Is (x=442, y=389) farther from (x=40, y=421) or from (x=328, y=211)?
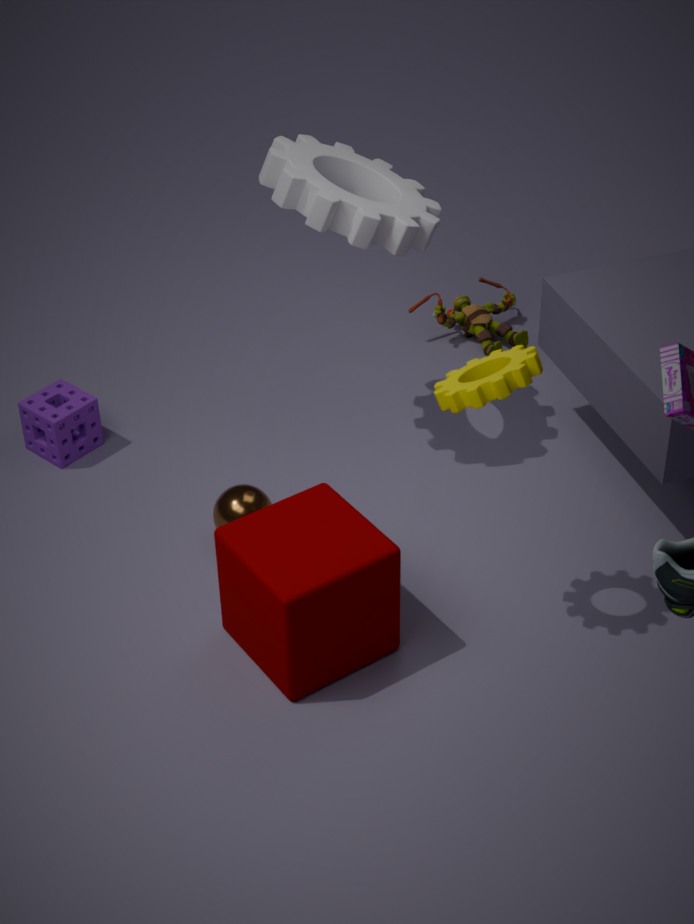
(x=40, y=421)
